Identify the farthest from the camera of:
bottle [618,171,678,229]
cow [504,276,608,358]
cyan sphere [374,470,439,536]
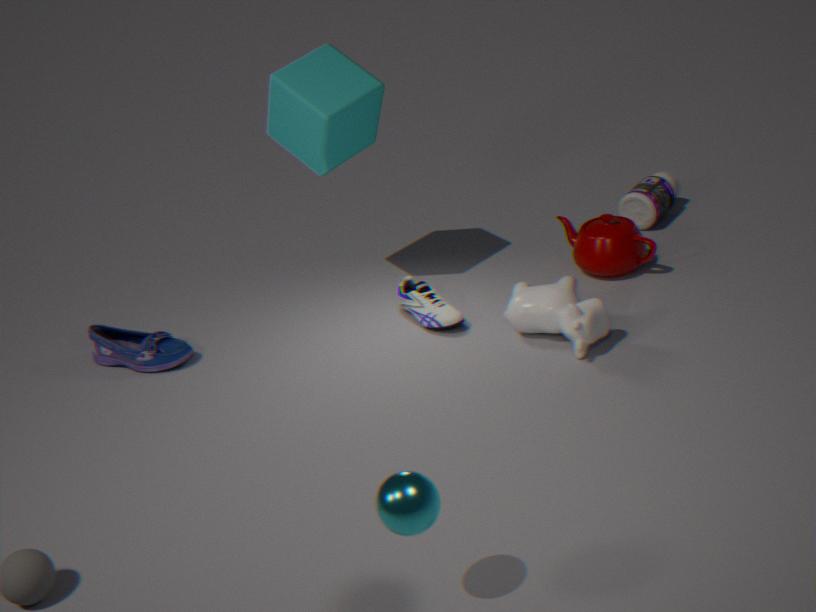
bottle [618,171,678,229]
